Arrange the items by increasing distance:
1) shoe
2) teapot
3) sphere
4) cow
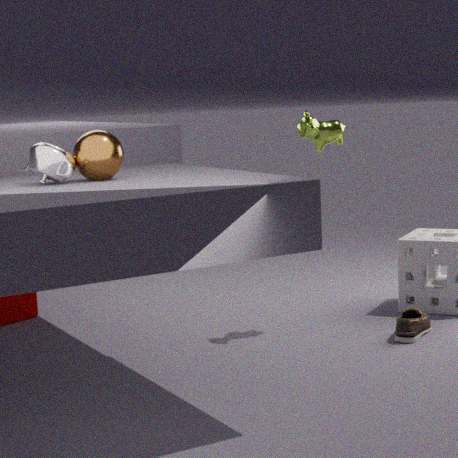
2. teapot, 3. sphere, 1. shoe, 4. cow
